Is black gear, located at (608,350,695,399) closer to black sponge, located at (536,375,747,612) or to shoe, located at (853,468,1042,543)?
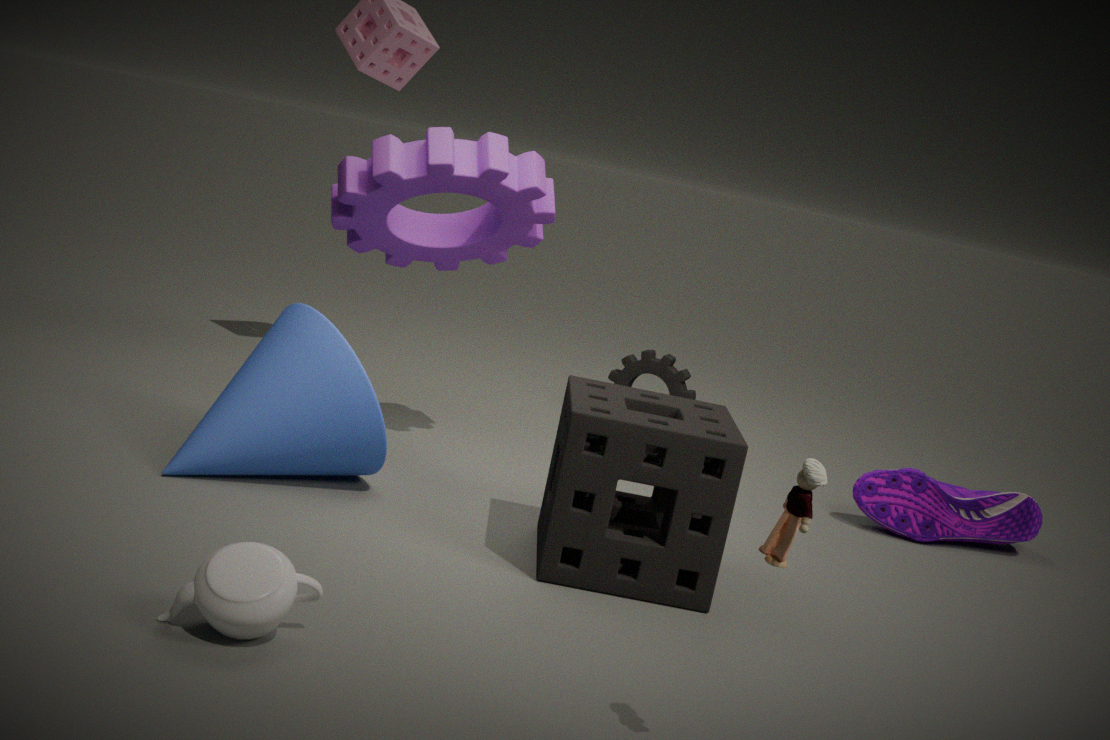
shoe, located at (853,468,1042,543)
